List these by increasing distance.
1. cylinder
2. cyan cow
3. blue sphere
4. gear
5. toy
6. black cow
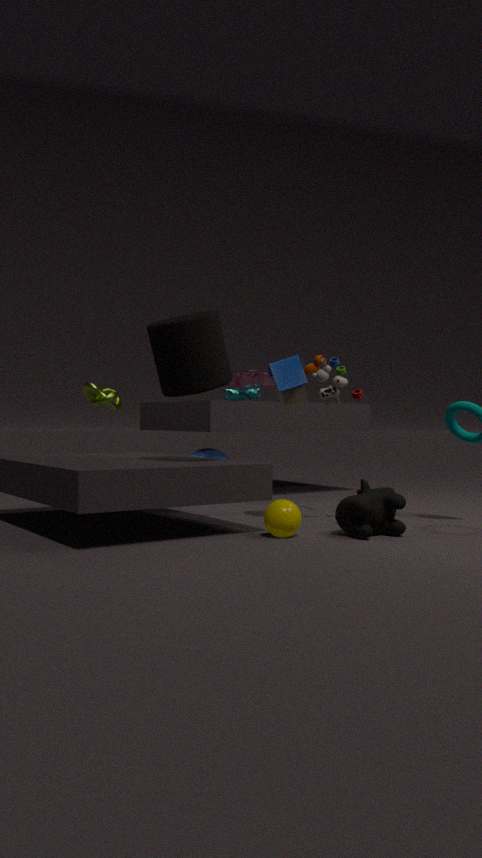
black cow → cylinder → toy → blue sphere → cyan cow → gear
